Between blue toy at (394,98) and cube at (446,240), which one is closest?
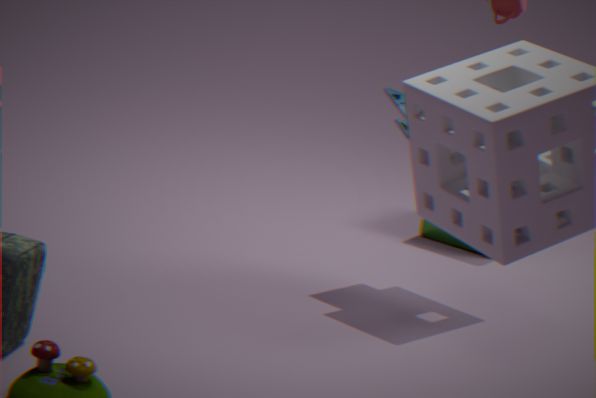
blue toy at (394,98)
